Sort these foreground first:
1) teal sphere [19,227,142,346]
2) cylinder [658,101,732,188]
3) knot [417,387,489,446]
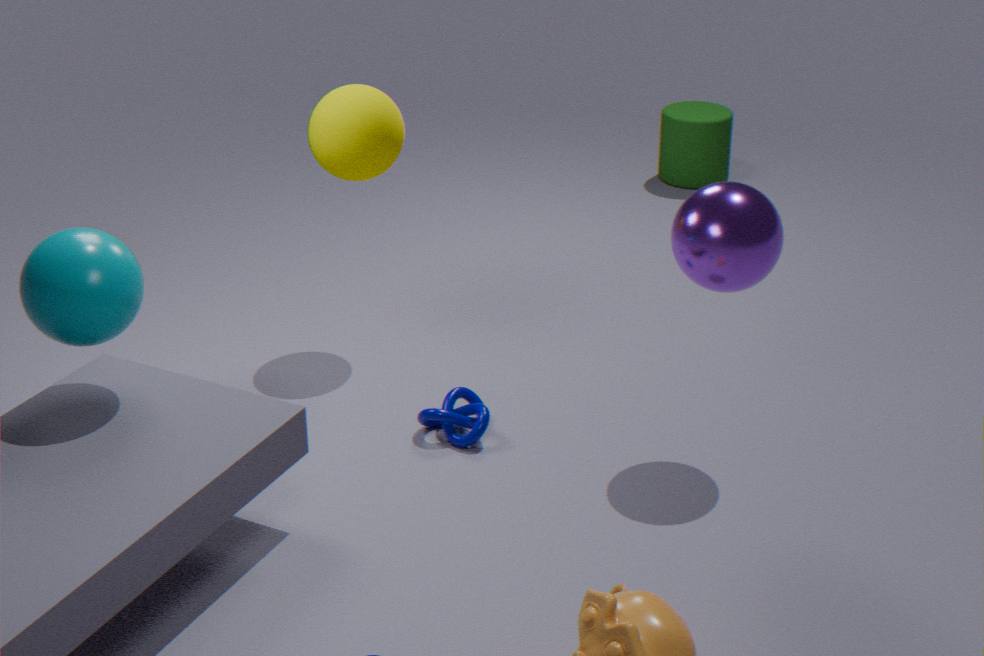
1. teal sphere [19,227,142,346] → 3. knot [417,387,489,446] → 2. cylinder [658,101,732,188]
